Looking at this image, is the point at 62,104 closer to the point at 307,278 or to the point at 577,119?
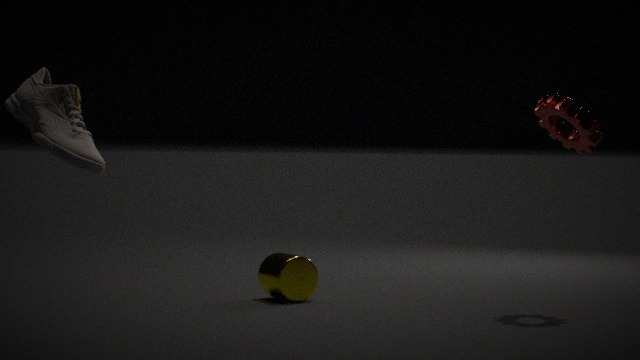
the point at 307,278
